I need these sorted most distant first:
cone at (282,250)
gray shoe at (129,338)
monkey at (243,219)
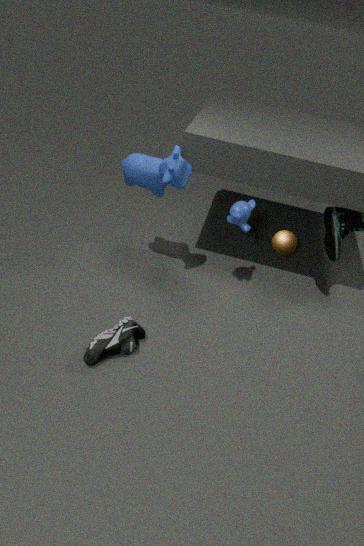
cone at (282,250)
monkey at (243,219)
gray shoe at (129,338)
